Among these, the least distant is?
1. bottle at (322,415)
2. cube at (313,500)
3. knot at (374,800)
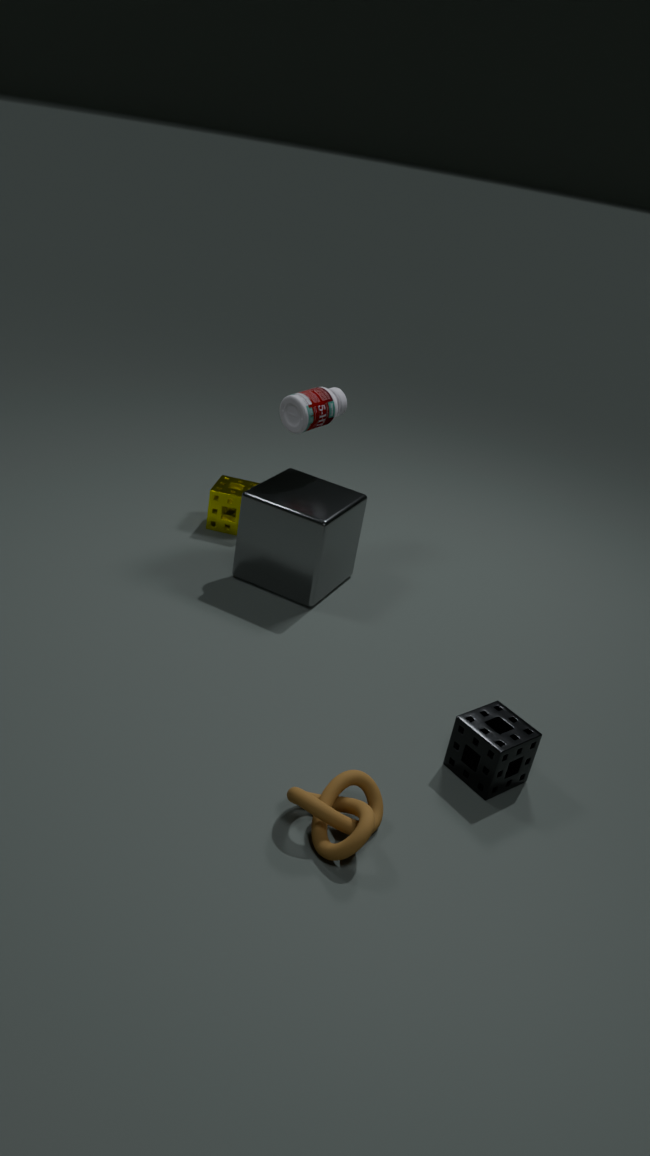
knot at (374,800)
